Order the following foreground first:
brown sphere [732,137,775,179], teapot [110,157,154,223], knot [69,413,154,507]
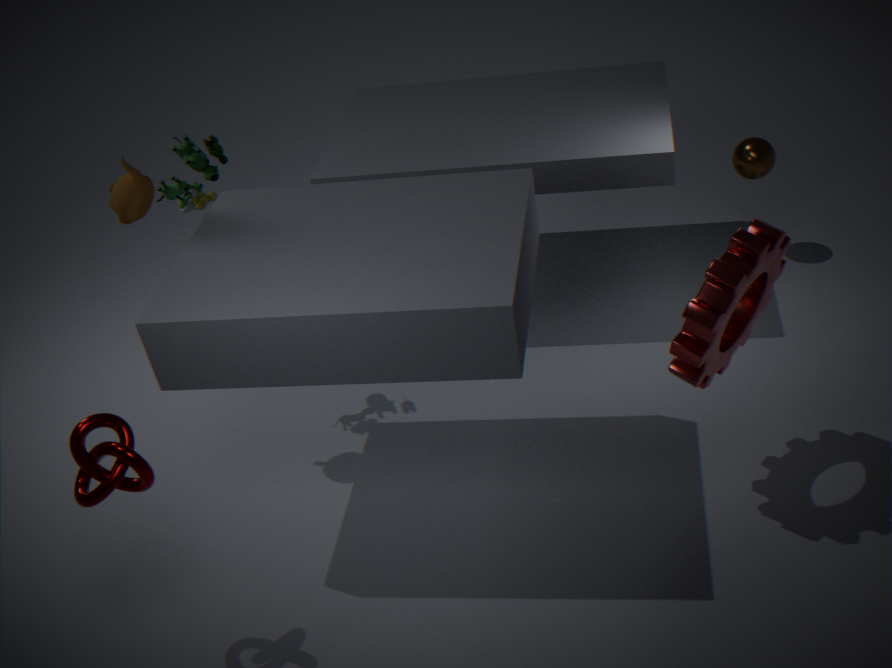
knot [69,413,154,507] < teapot [110,157,154,223] < brown sphere [732,137,775,179]
